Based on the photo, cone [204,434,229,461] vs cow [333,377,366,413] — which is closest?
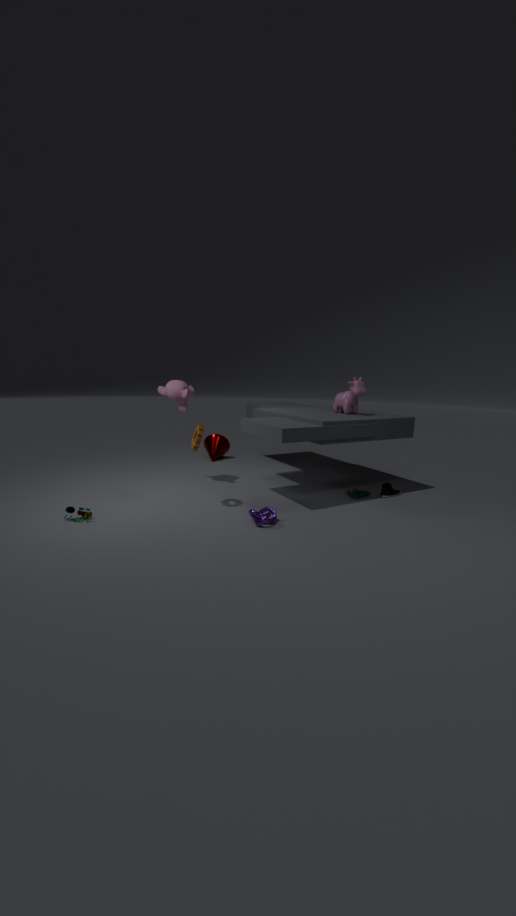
cow [333,377,366,413]
